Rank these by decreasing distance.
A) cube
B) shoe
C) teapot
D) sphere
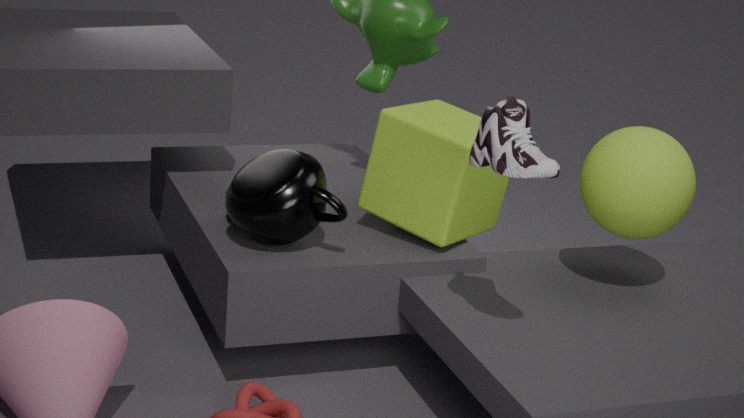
cube
teapot
sphere
shoe
